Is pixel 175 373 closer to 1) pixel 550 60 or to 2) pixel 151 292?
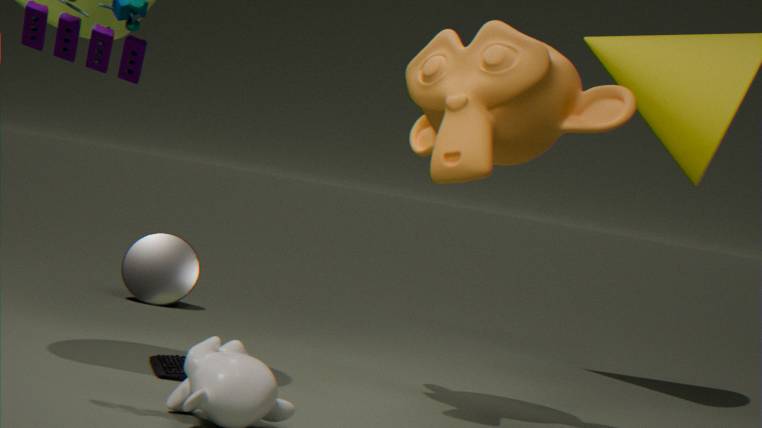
1) pixel 550 60
